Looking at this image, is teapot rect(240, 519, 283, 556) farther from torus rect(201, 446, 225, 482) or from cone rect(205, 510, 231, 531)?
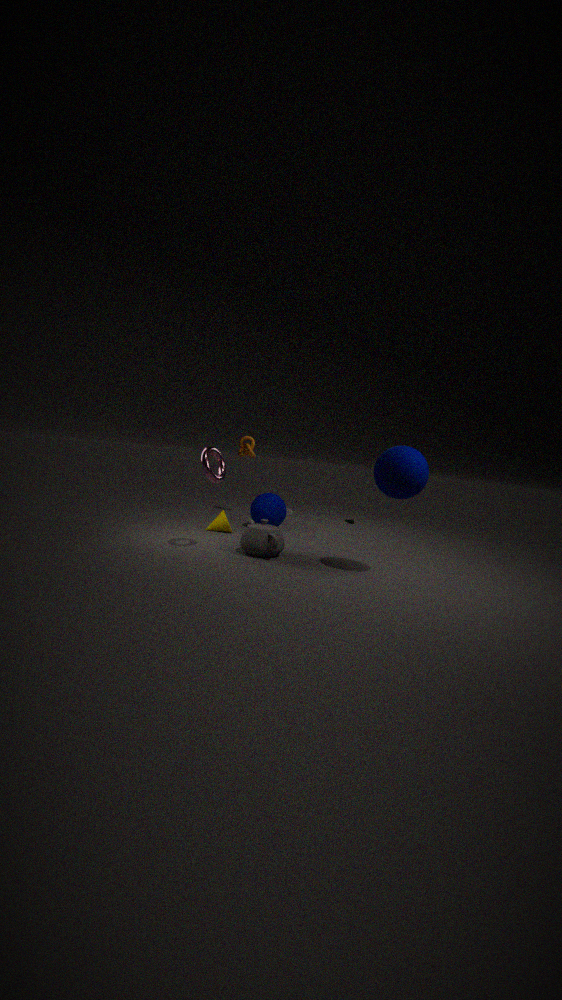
cone rect(205, 510, 231, 531)
